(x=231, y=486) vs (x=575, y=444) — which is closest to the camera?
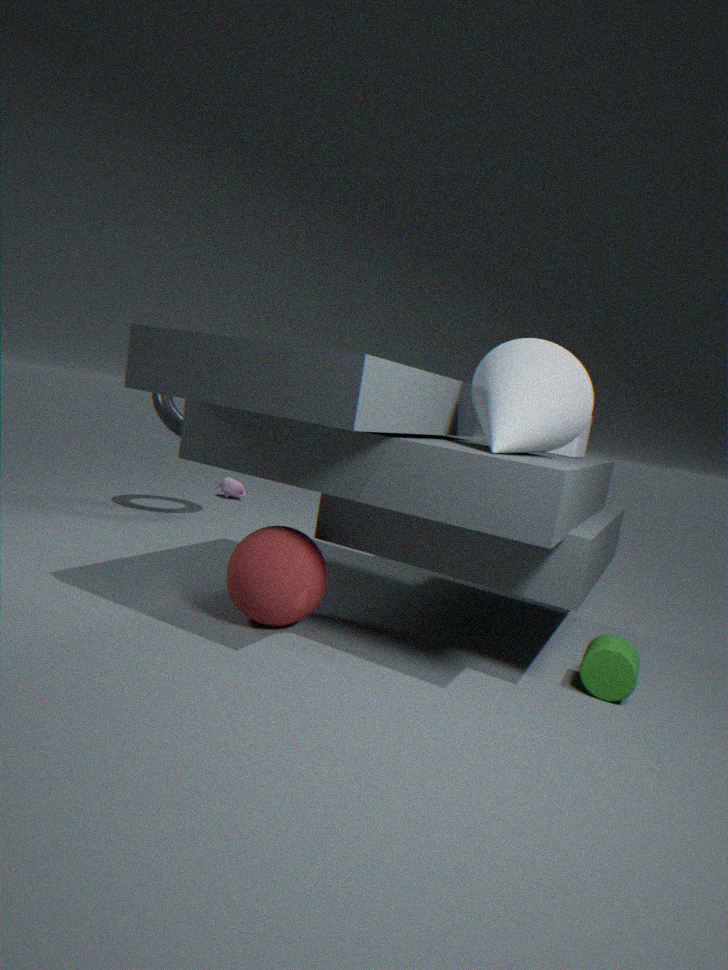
(x=575, y=444)
